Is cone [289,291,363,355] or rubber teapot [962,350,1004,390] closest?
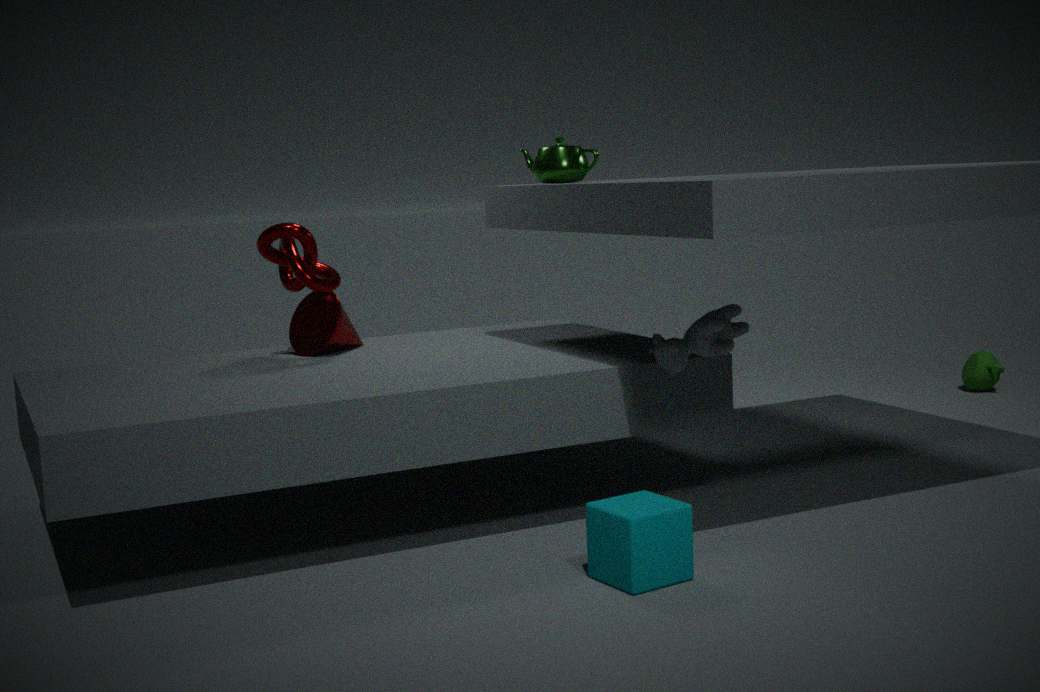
cone [289,291,363,355]
